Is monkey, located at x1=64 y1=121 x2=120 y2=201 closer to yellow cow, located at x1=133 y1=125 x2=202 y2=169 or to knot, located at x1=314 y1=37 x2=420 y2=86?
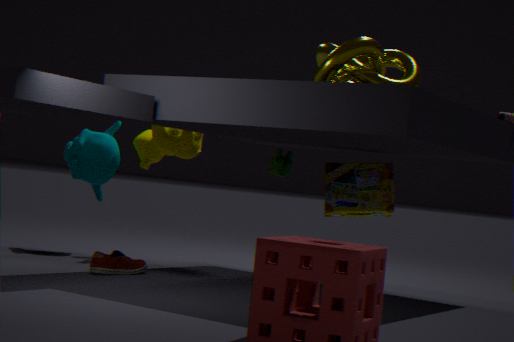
yellow cow, located at x1=133 y1=125 x2=202 y2=169
